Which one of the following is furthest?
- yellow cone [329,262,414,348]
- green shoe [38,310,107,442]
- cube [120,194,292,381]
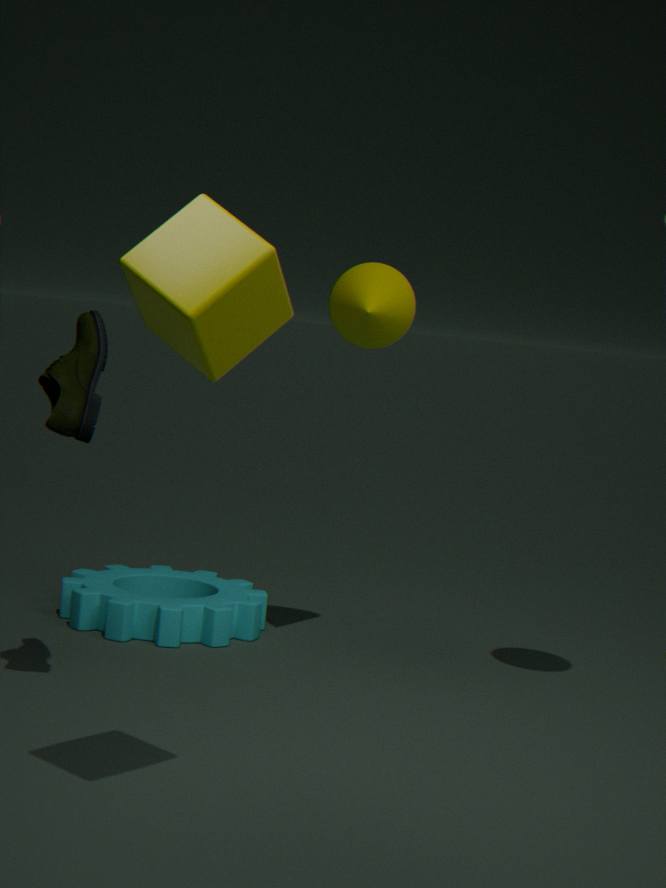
yellow cone [329,262,414,348]
